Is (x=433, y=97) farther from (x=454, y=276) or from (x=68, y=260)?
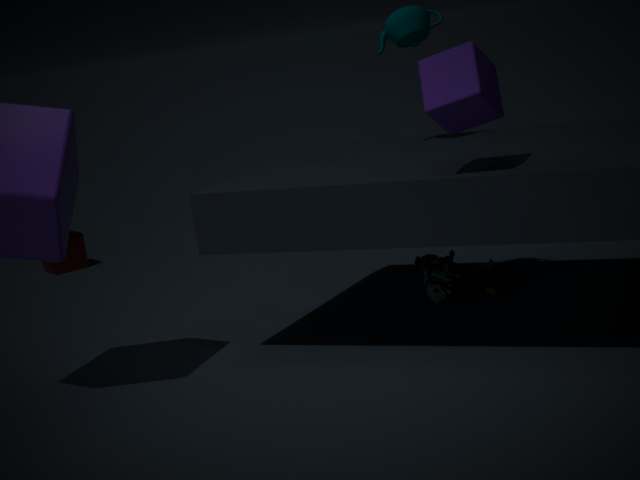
(x=68, y=260)
